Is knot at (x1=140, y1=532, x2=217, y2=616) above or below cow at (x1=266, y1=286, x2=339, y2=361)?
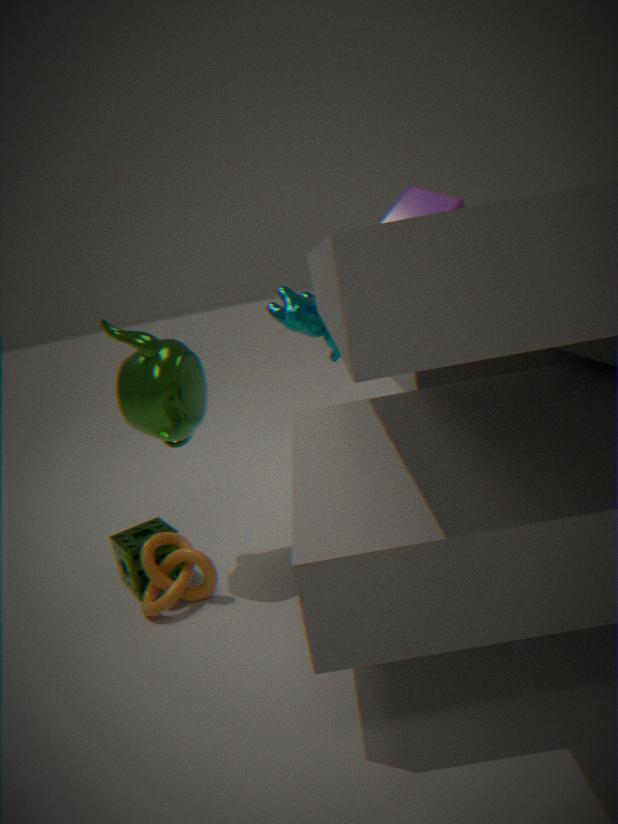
below
